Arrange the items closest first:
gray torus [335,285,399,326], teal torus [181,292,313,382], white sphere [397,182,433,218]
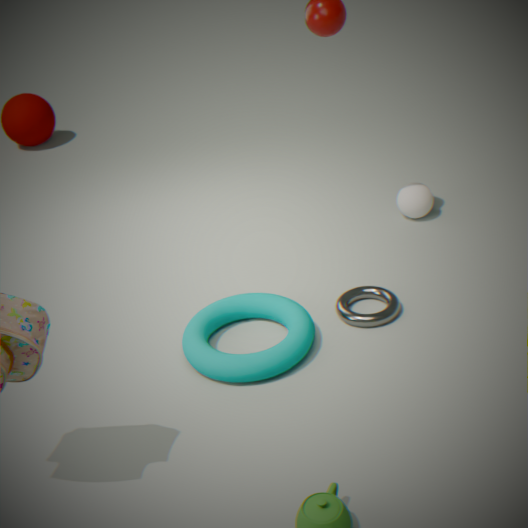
teal torus [181,292,313,382], gray torus [335,285,399,326], white sphere [397,182,433,218]
